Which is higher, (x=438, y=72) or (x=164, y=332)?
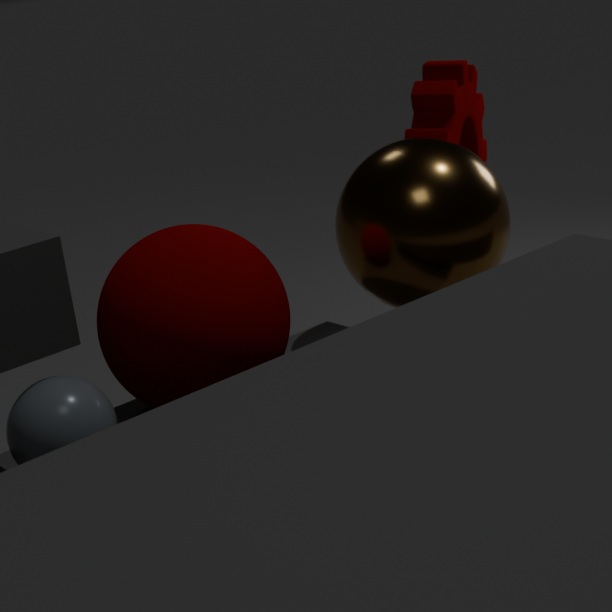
(x=438, y=72)
